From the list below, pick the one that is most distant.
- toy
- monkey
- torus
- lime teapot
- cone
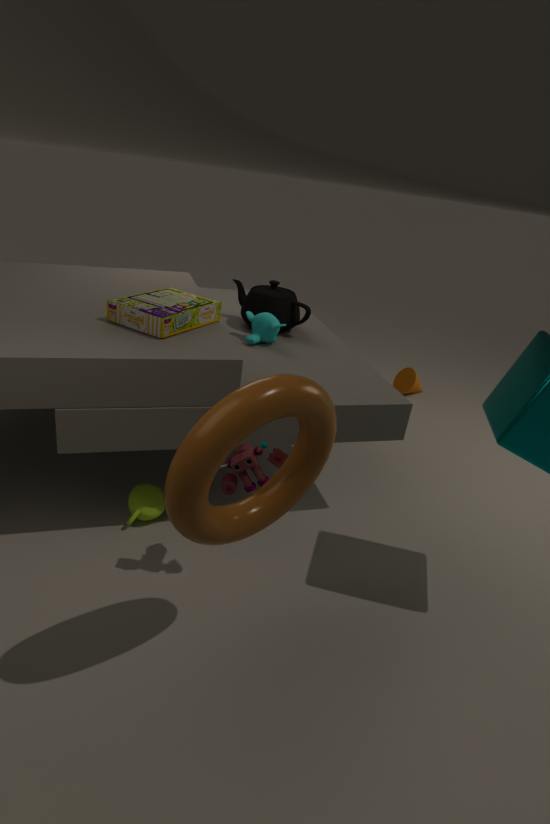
cone
